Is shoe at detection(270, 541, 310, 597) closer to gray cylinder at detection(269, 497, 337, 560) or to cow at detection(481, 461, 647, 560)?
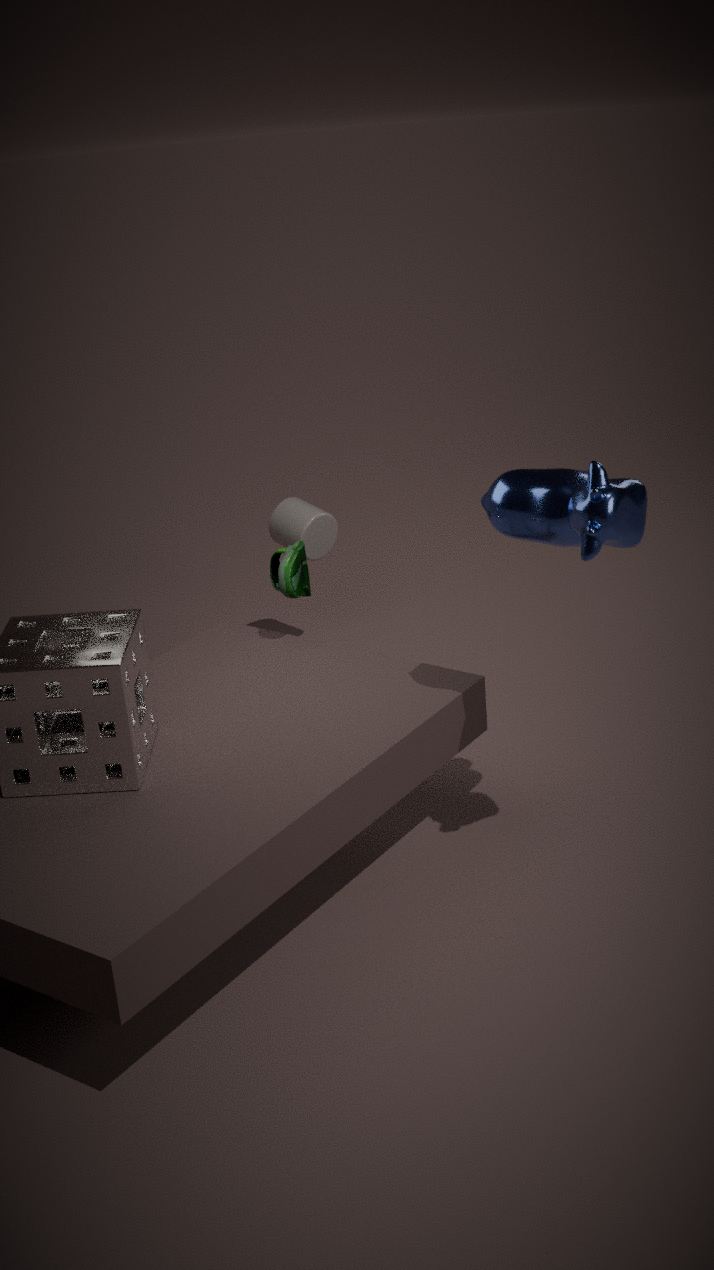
gray cylinder at detection(269, 497, 337, 560)
